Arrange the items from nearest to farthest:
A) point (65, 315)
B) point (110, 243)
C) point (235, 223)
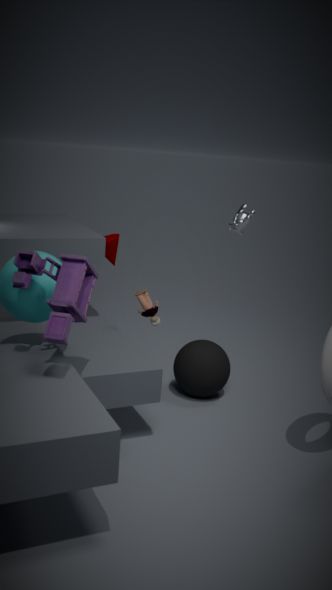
point (65, 315) → point (235, 223) → point (110, 243)
